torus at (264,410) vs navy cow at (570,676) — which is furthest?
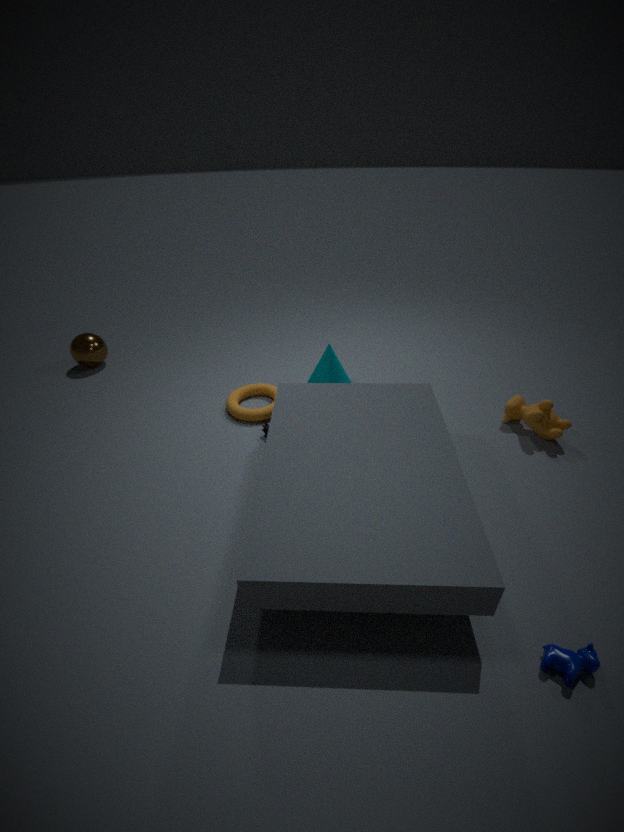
torus at (264,410)
